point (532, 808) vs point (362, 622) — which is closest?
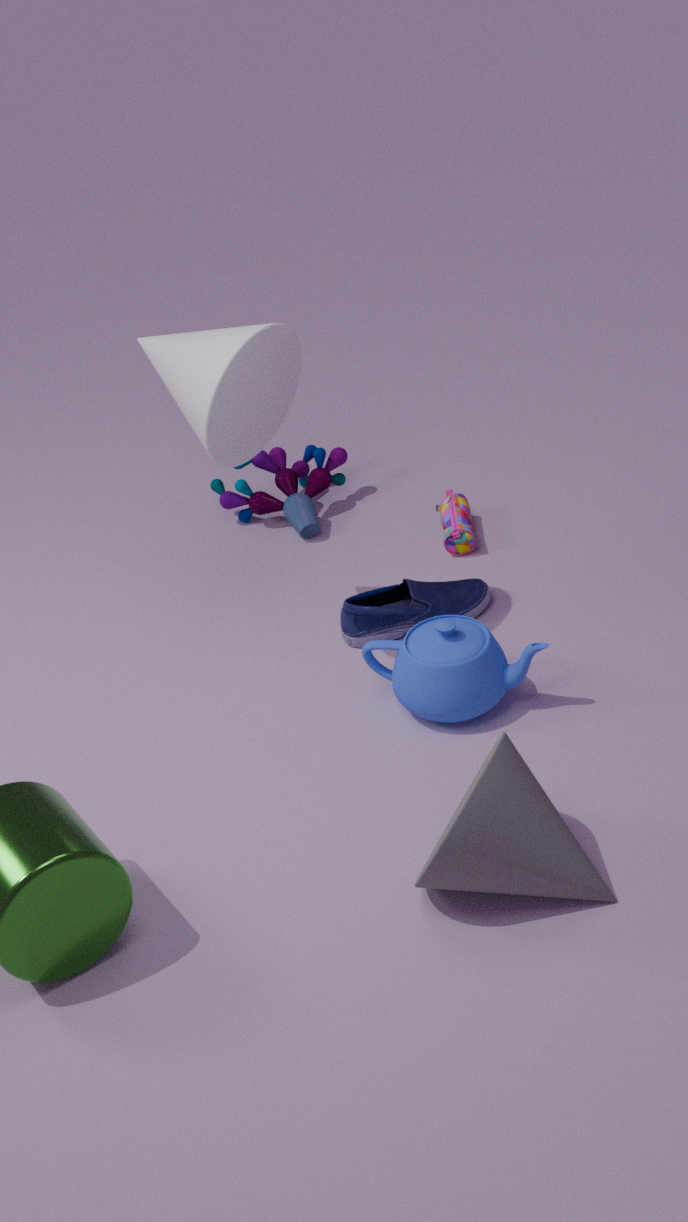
point (532, 808)
